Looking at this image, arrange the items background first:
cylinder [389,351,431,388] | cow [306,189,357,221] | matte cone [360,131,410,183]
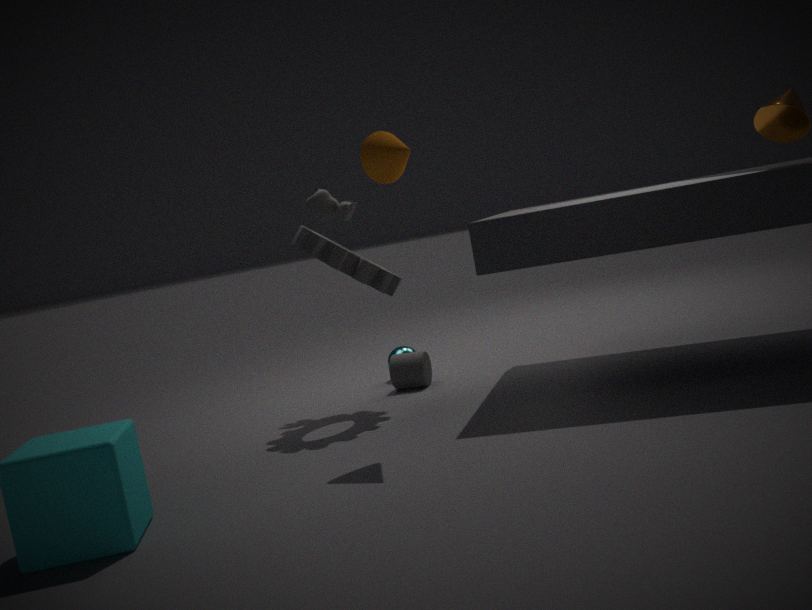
1. cow [306,189,357,221]
2. cylinder [389,351,431,388]
3. matte cone [360,131,410,183]
